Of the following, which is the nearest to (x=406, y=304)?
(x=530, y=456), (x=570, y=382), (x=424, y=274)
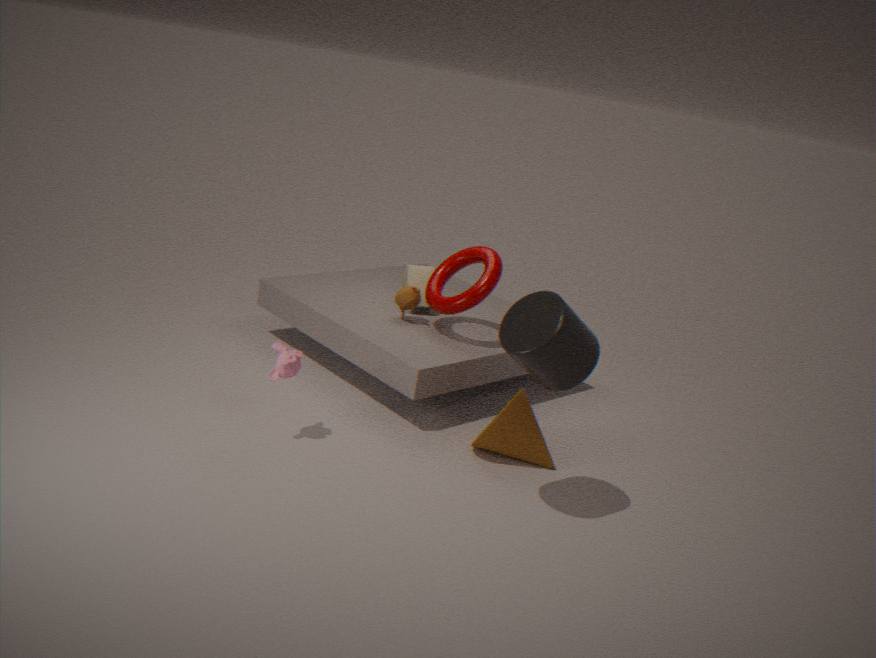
(x=424, y=274)
